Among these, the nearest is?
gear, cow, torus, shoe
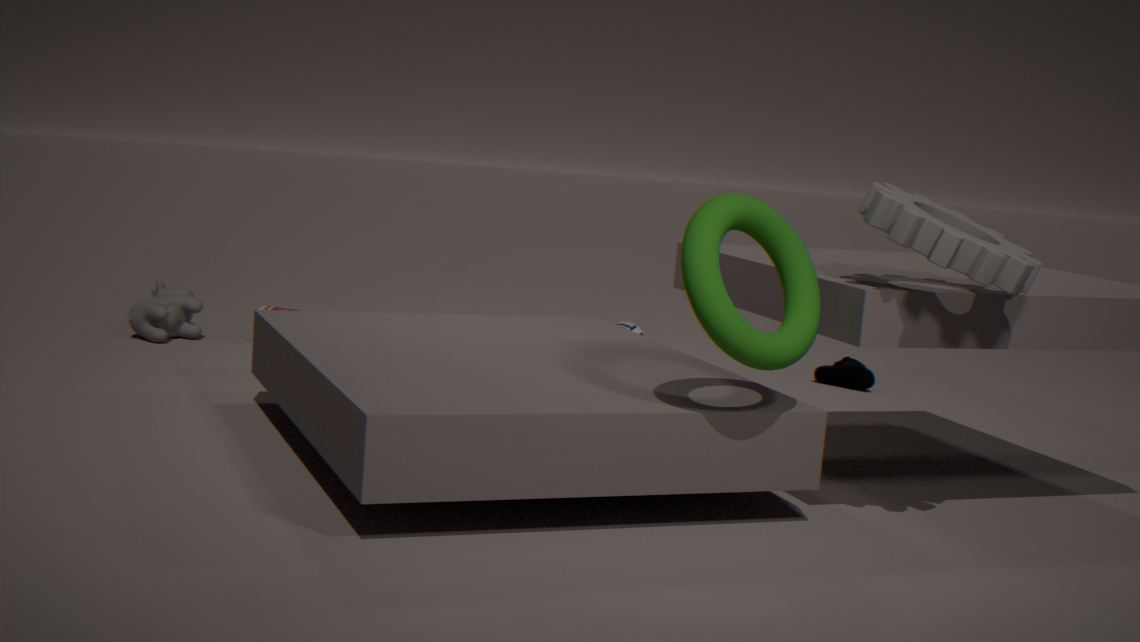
torus
